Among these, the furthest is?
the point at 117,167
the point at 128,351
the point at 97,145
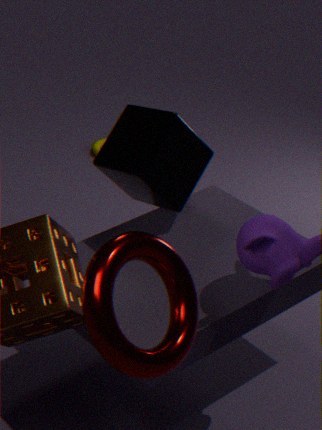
the point at 97,145
